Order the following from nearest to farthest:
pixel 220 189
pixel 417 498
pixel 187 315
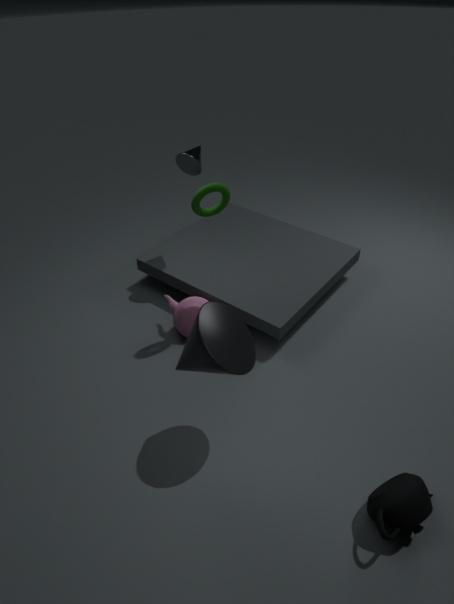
pixel 417 498, pixel 220 189, pixel 187 315
